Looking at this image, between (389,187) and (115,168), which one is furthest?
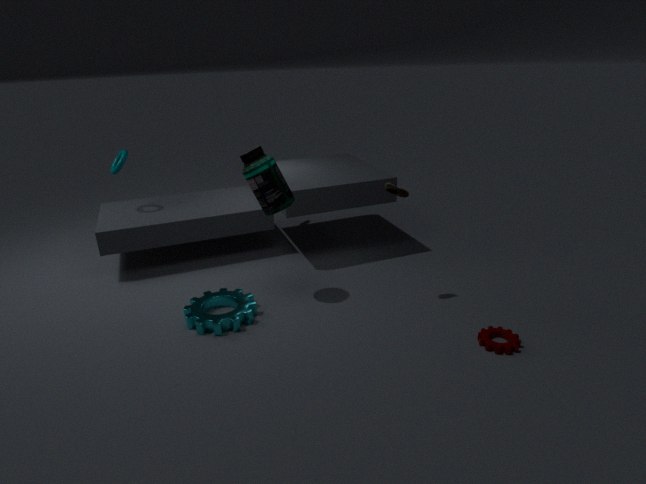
(115,168)
